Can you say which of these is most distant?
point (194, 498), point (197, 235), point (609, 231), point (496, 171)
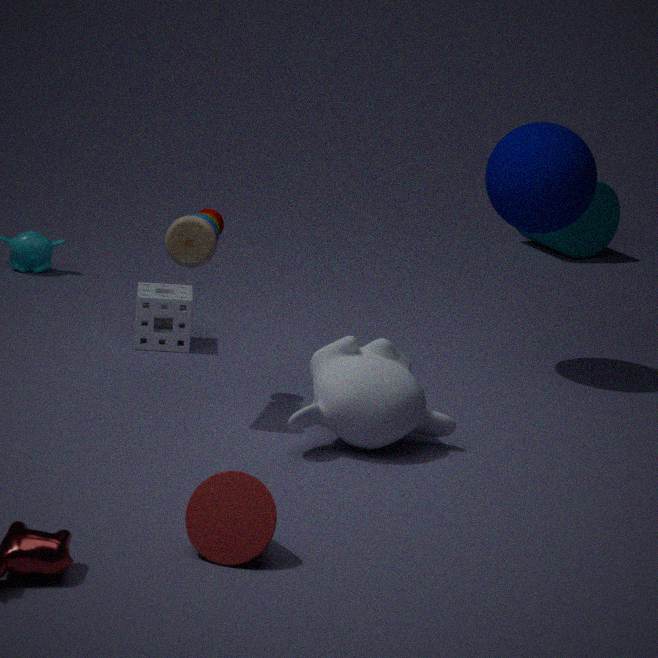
point (609, 231)
